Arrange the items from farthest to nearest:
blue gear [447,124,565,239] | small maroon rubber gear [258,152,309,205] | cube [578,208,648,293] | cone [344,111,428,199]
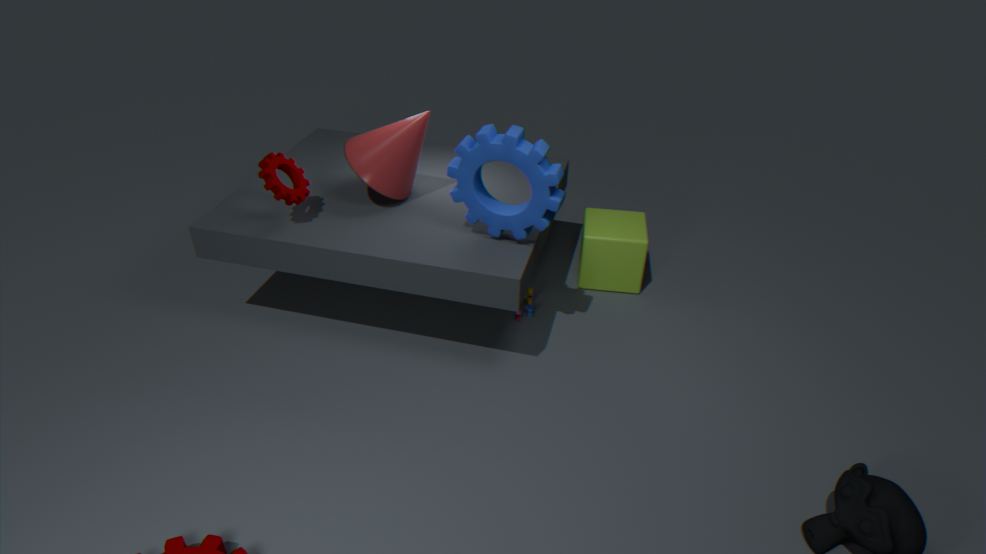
cube [578,208,648,293] → cone [344,111,428,199] → small maroon rubber gear [258,152,309,205] → blue gear [447,124,565,239]
